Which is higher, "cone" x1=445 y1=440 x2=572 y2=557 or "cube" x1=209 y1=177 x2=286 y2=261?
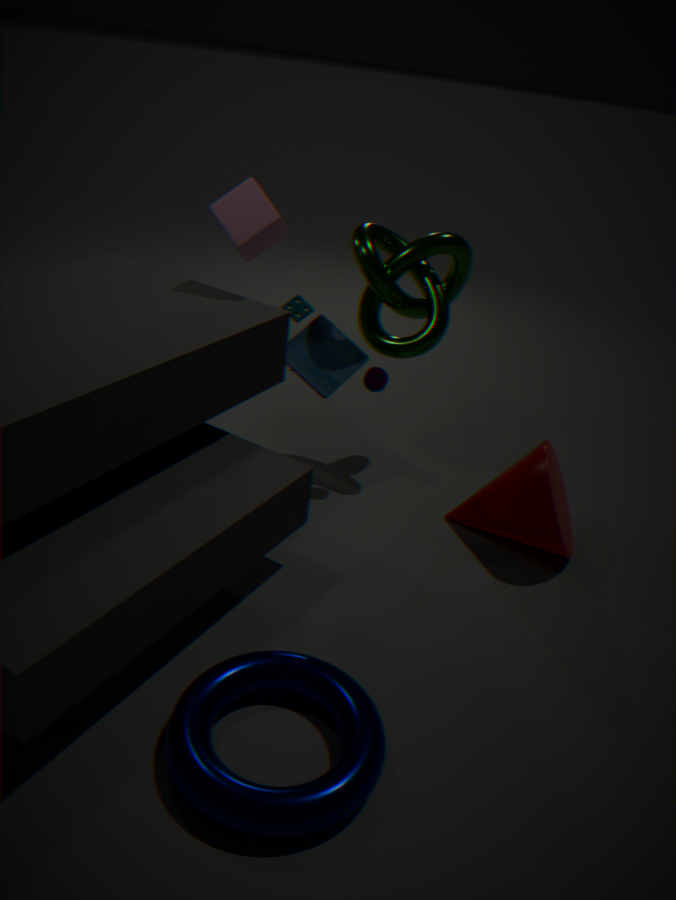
"cube" x1=209 y1=177 x2=286 y2=261
